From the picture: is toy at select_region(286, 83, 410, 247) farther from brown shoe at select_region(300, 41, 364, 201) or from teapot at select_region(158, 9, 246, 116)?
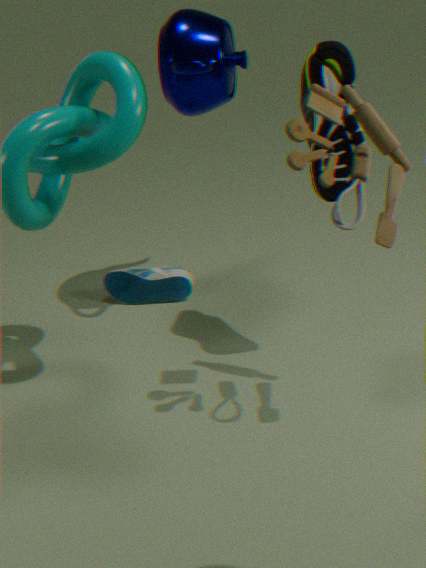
teapot at select_region(158, 9, 246, 116)
